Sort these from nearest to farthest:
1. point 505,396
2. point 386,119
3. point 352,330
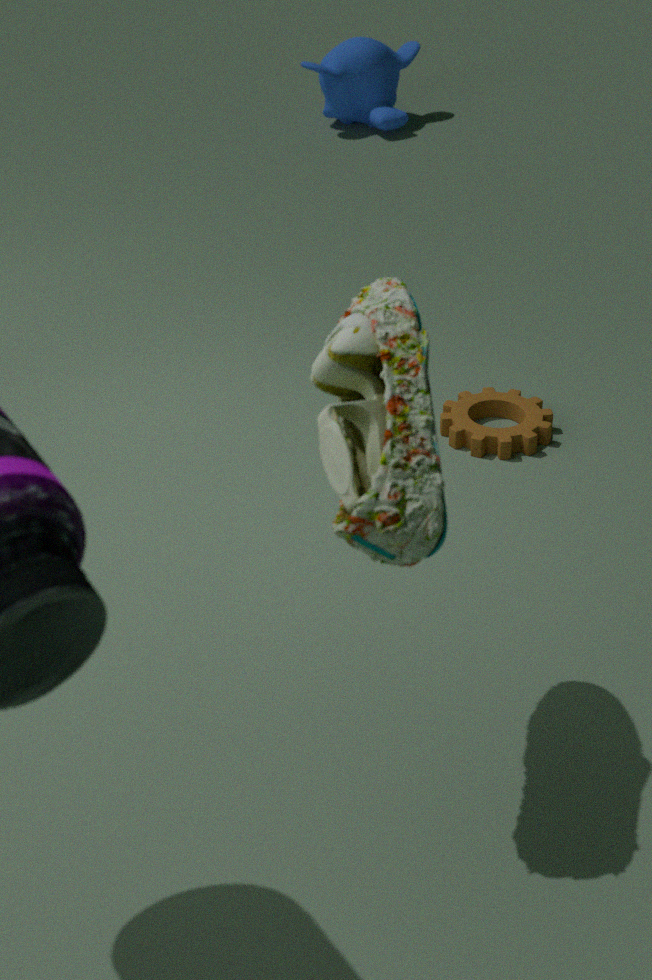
point 352,330 → point 505,396 → point 386,119
